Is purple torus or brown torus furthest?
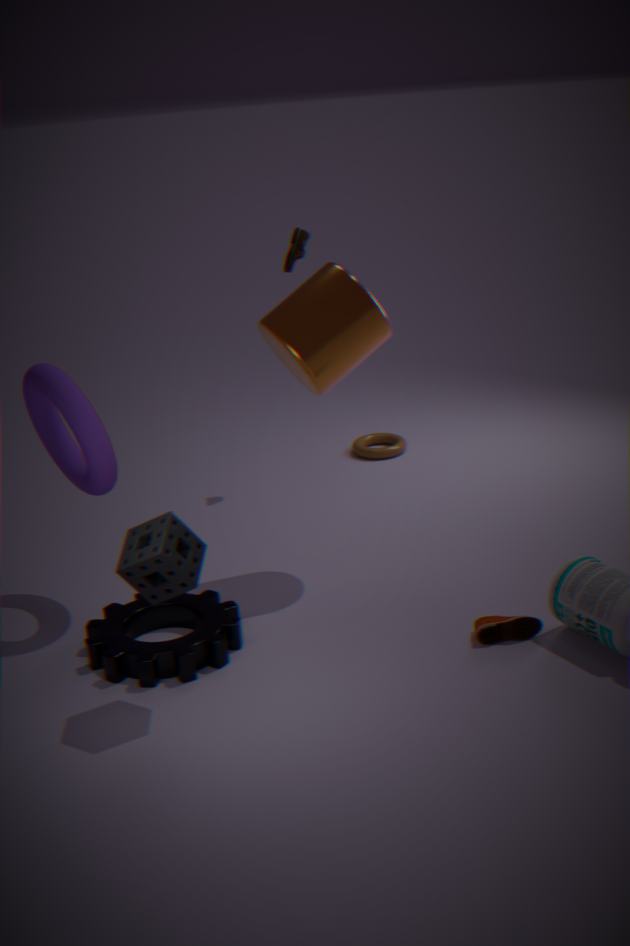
brown torus
